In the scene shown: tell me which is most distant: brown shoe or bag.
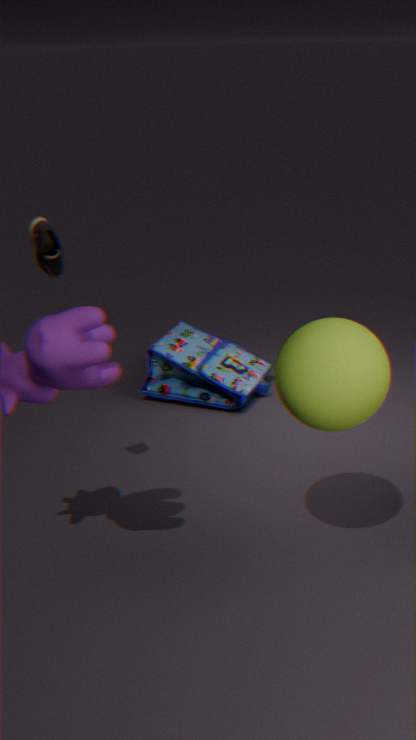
bag
